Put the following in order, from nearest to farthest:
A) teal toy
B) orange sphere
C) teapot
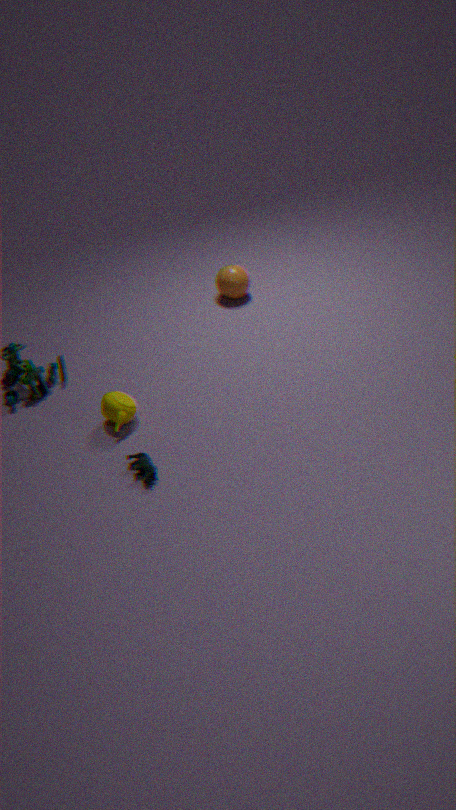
teal toy, teapot, orange sphere
